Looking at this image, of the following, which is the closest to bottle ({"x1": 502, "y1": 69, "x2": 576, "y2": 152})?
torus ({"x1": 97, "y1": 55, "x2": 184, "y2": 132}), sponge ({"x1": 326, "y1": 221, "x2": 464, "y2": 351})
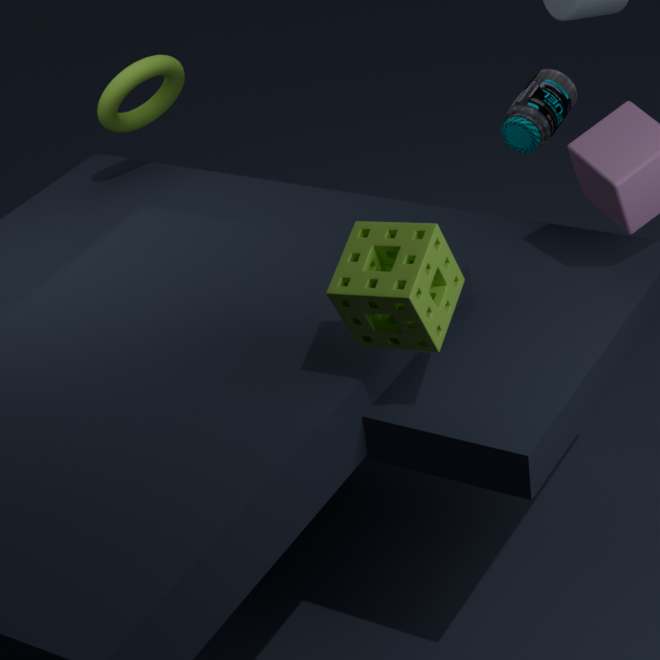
sponge ({"x1": 326, "y1": 221, "x2": 464, "y2": 351})
